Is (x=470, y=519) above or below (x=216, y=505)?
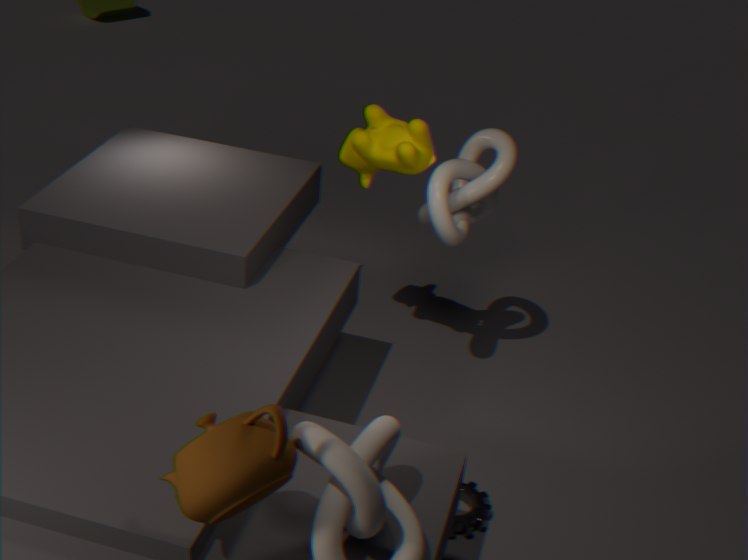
below
